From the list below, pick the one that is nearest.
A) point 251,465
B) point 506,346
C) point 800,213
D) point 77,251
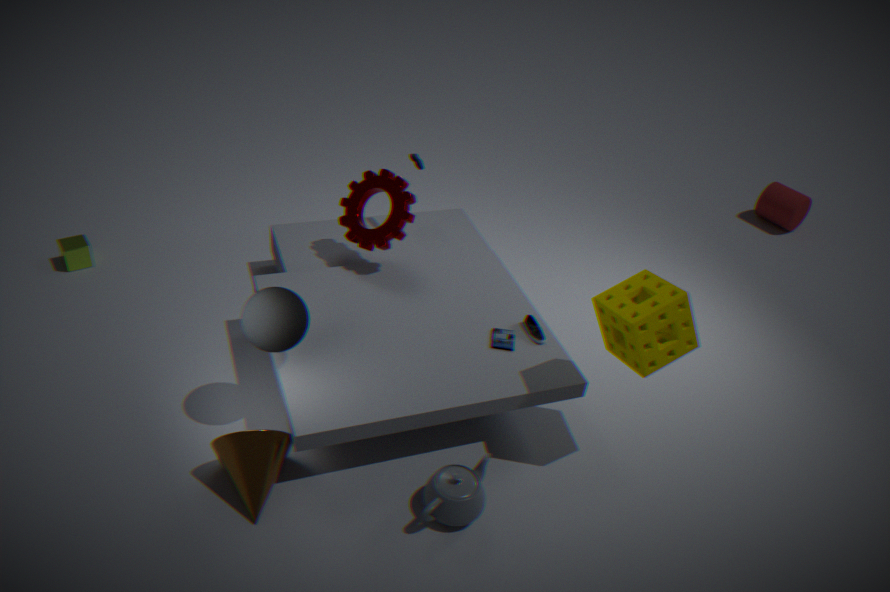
A. point 251,465
